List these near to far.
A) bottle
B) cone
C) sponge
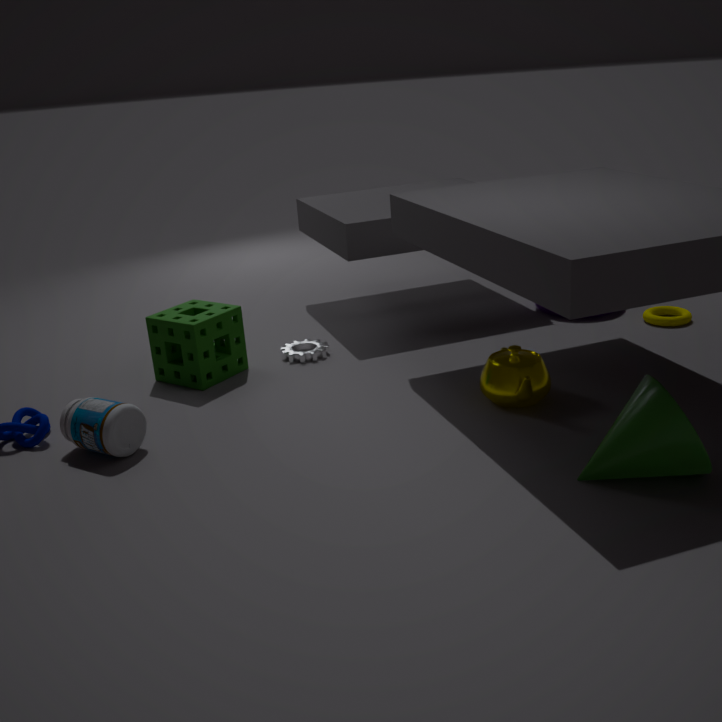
1. cone
2. bottle
3. sponge
